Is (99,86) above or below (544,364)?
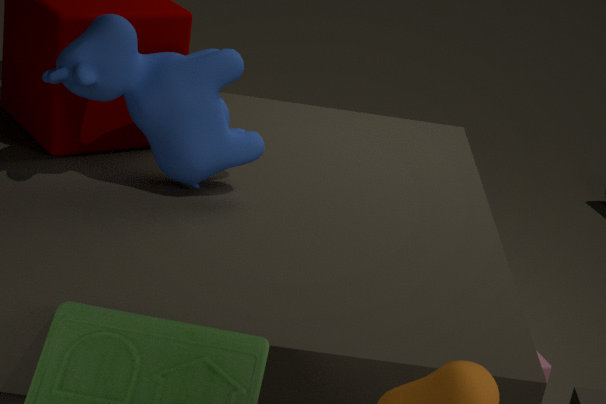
above
